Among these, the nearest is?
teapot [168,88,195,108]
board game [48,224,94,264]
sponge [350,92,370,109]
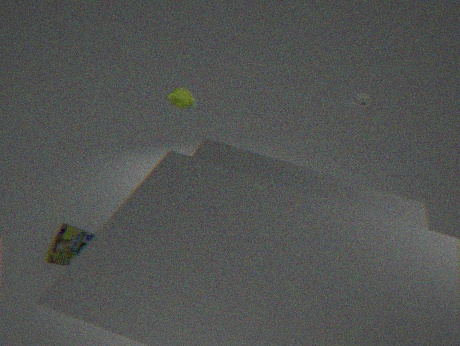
board game [48,224,94,264]
